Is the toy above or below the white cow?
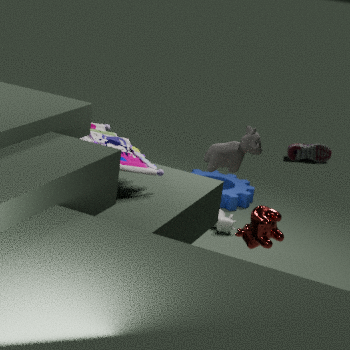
above
